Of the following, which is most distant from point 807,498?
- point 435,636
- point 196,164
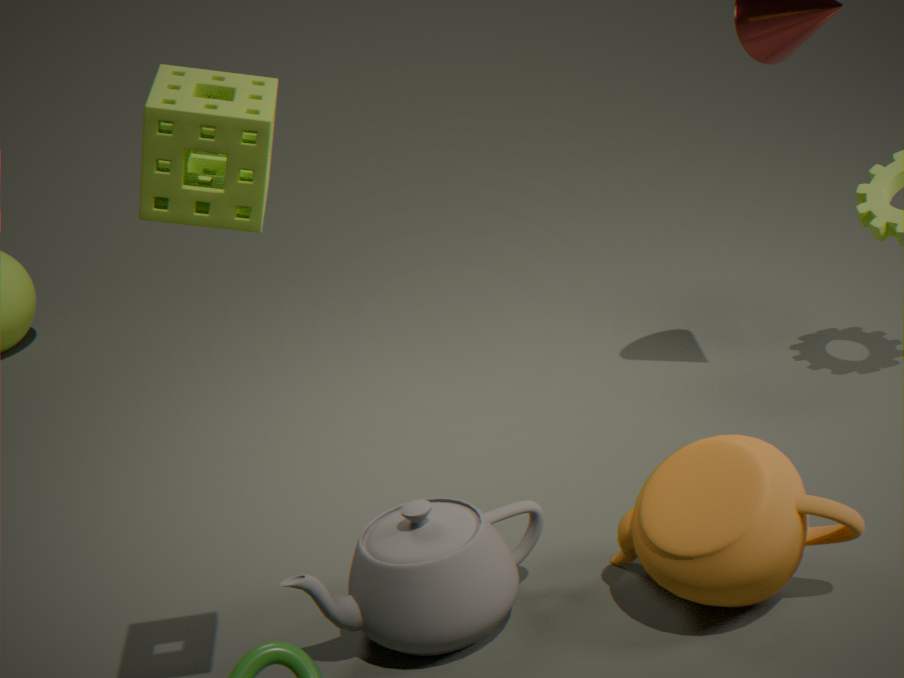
point 196,164
